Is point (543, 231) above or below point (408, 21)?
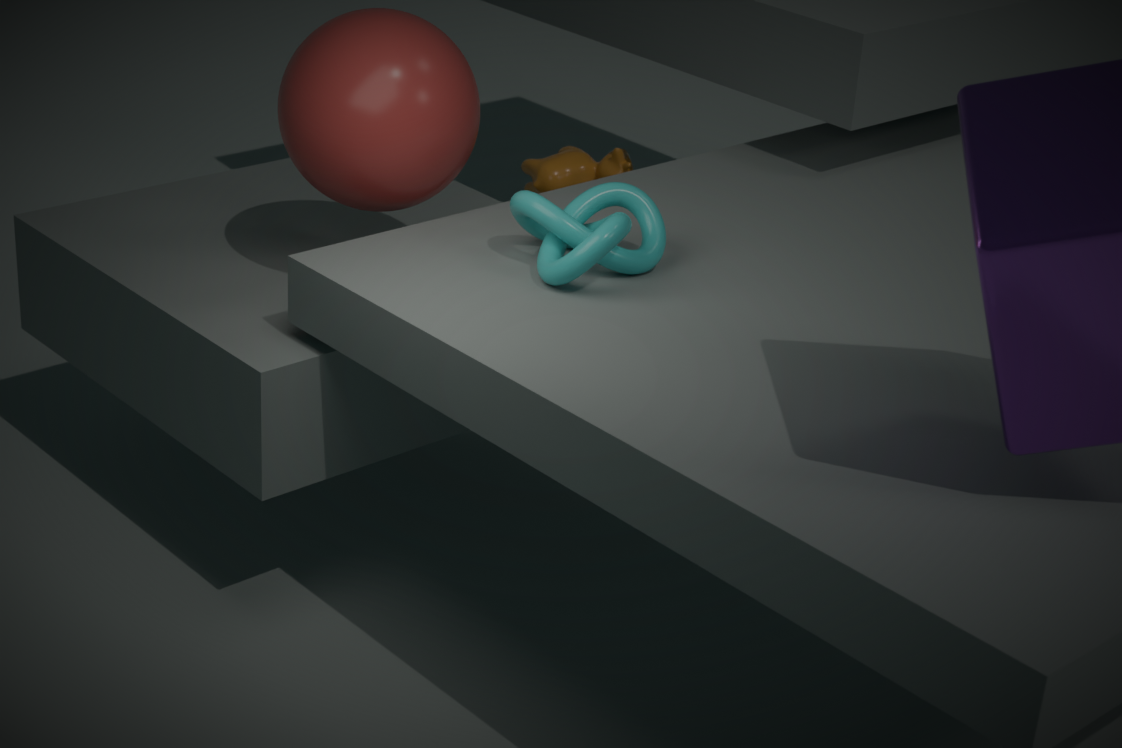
below
